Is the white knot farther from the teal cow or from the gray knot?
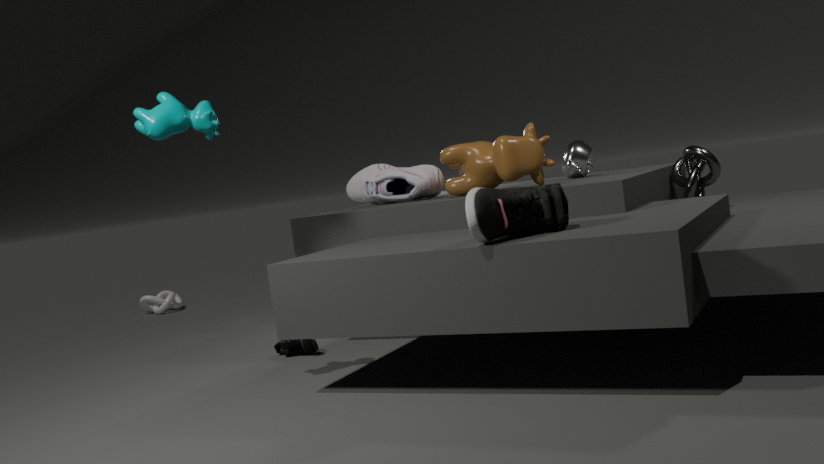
the gray knot
